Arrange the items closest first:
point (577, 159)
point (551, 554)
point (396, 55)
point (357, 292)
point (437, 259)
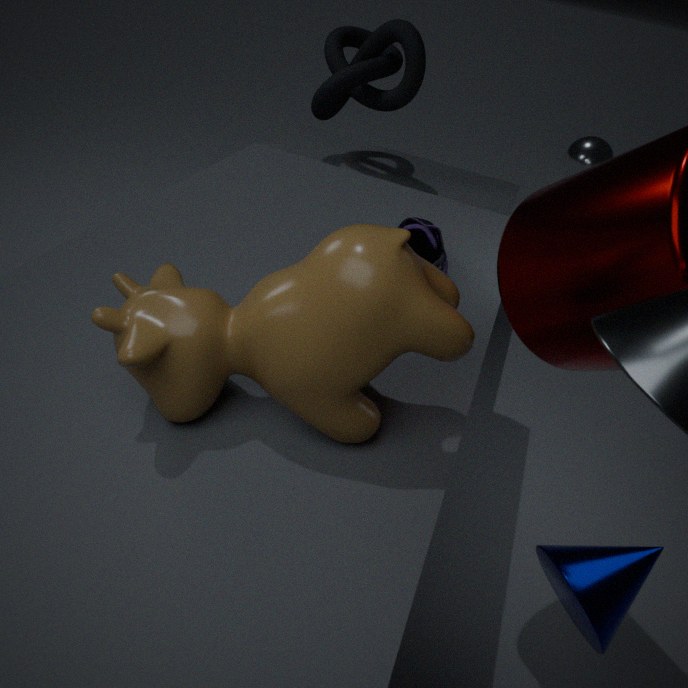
point (357, 292) < point (551, 554) < point (437, 259) < point (396, 55) < point (577, 159)
